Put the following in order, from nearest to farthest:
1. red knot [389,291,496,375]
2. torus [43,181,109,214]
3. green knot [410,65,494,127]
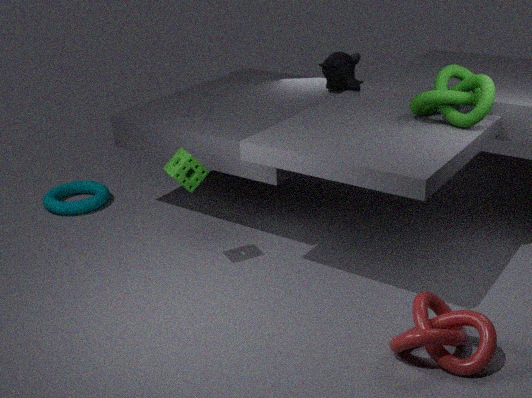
red knot [389,291,496,375], green knot [410,65,494,127], torus [43,181,109,214]
